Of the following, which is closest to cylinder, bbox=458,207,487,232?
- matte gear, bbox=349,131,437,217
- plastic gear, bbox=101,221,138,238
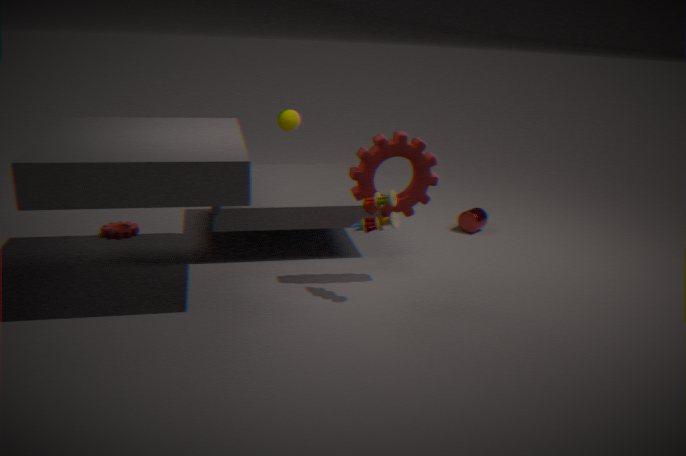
matte gear, bbox=349,131,437,217
